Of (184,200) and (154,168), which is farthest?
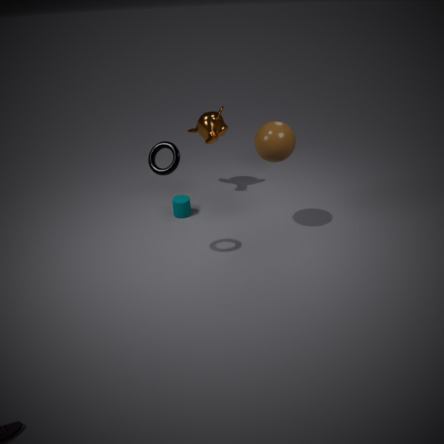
(184,200)
